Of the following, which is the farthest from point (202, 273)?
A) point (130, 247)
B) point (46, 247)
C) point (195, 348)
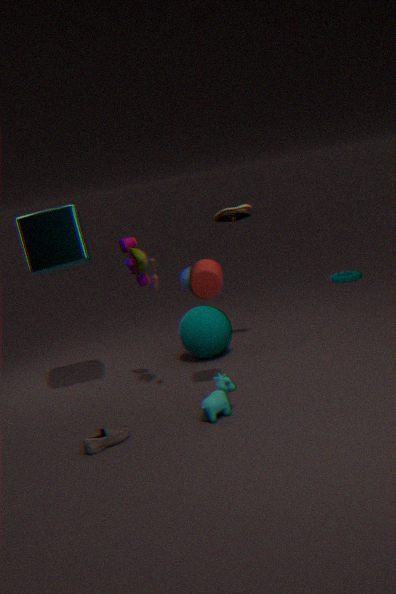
point (46, 247)
